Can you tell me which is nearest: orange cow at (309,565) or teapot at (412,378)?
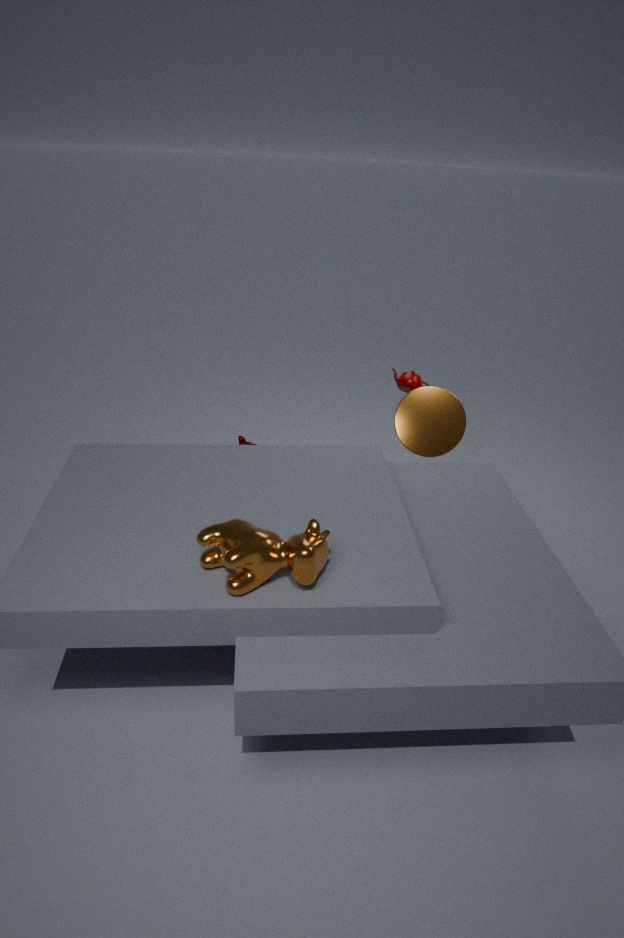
orange cow at (309,565)
